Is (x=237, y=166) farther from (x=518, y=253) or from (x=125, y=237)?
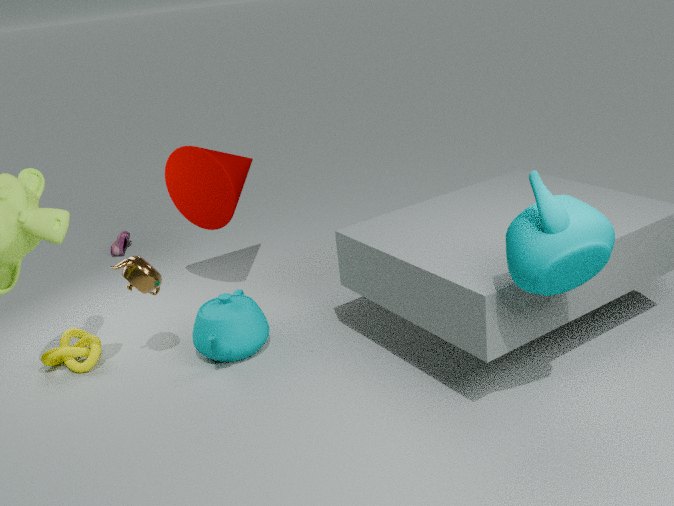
(x=518, y=253)
